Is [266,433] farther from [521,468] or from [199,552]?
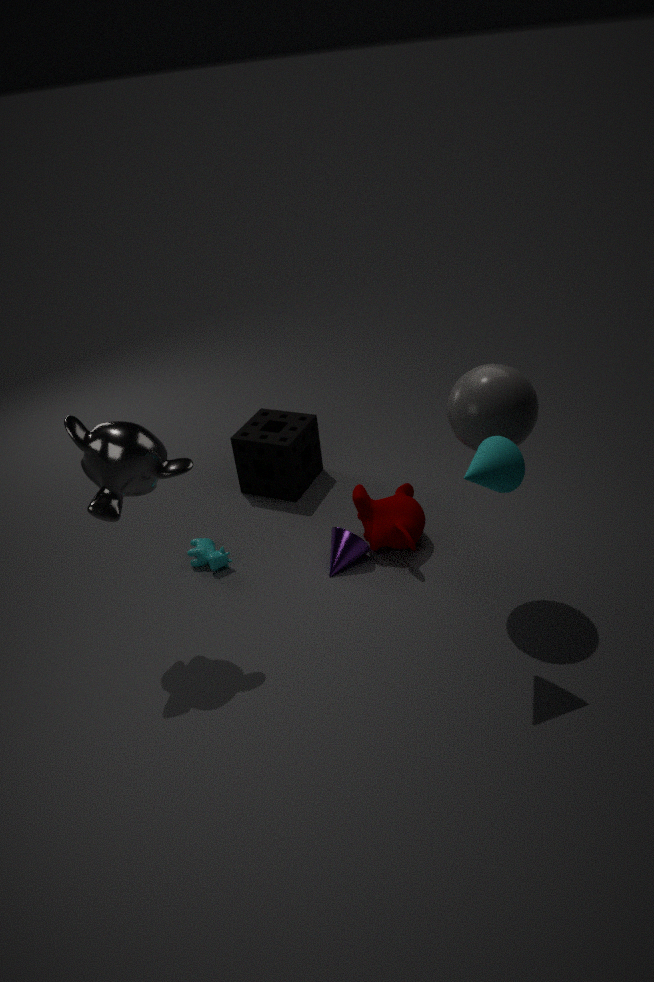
[521,468]
